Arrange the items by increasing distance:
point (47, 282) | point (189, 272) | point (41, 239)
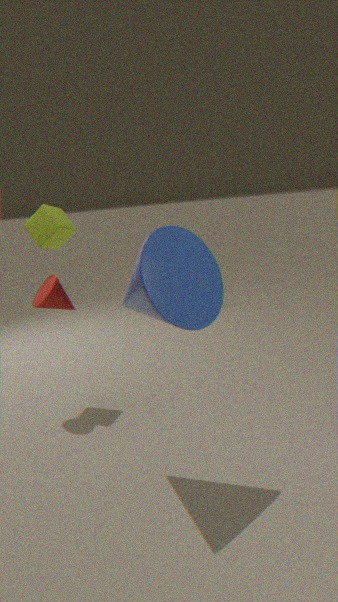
point (189, 272), point (47, 282), point (41, 239)
